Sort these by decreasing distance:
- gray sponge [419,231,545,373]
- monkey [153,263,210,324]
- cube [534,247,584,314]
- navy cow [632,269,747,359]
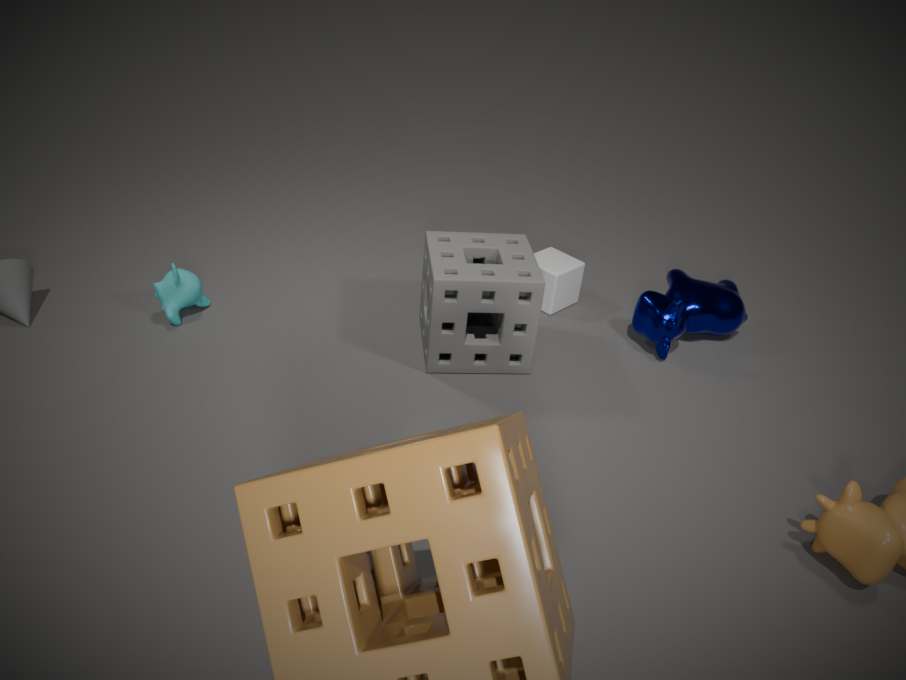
cube [534,247,584,314], navy cow [632,269,747,359], monkey [153,263,210,324], gray sponge [419,231,545,373]
